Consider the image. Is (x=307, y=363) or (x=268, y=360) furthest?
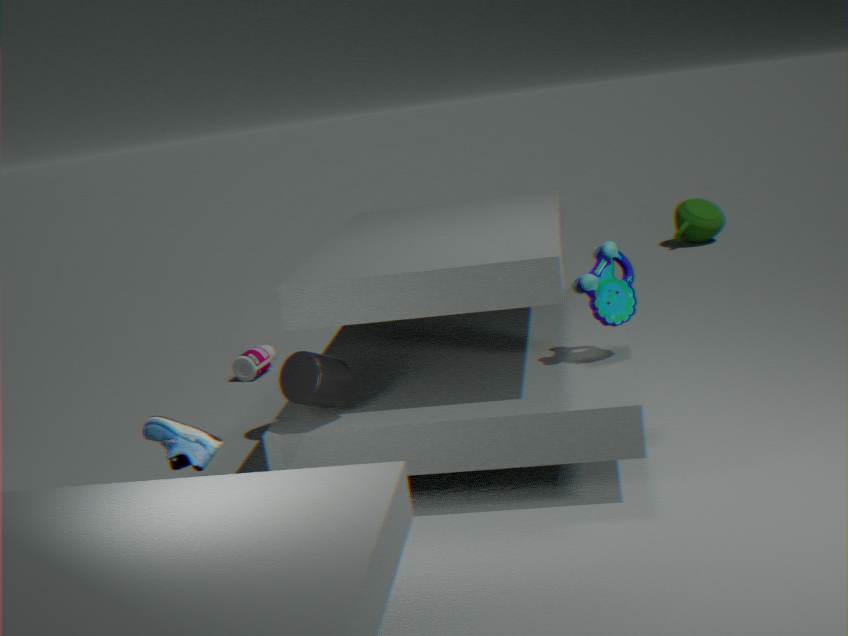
(x=268, y=360)
